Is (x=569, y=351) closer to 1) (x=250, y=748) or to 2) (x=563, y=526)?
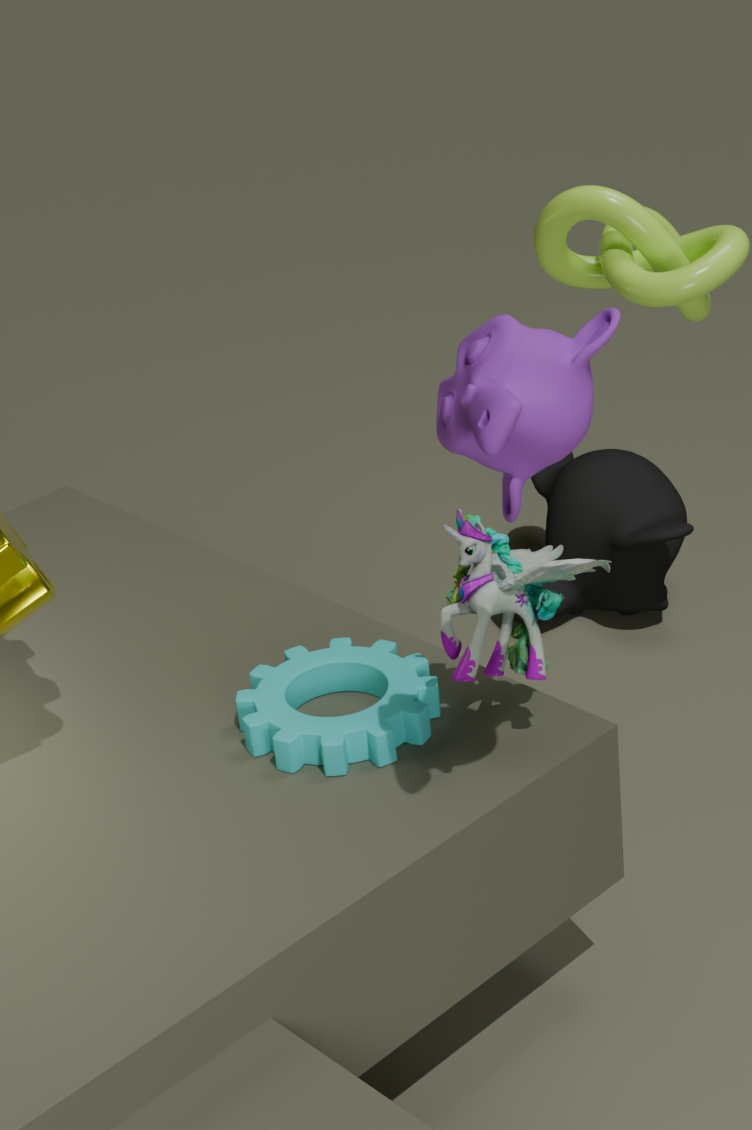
1) (x=250, y=748)
